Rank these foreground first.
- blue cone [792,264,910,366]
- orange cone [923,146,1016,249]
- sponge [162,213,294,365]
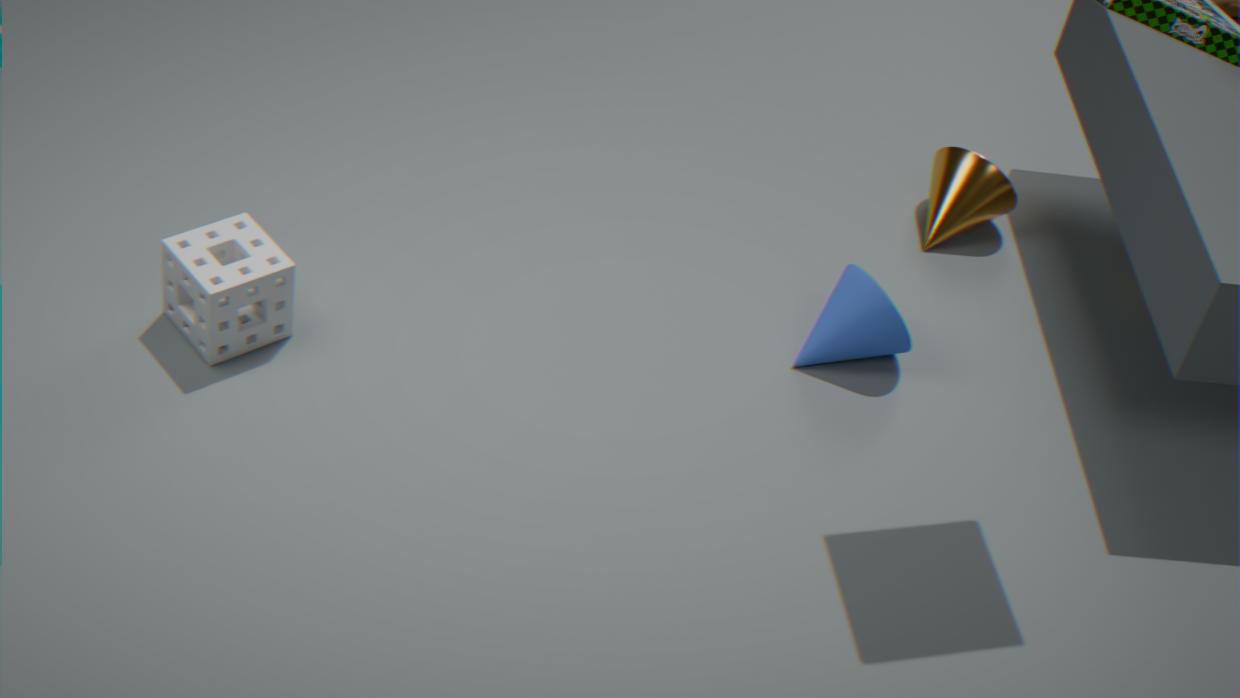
1. sponge [162,213,294,365]
2. blue cone [792,264,910,366]
3. orange cone [923,146,1016,249]
